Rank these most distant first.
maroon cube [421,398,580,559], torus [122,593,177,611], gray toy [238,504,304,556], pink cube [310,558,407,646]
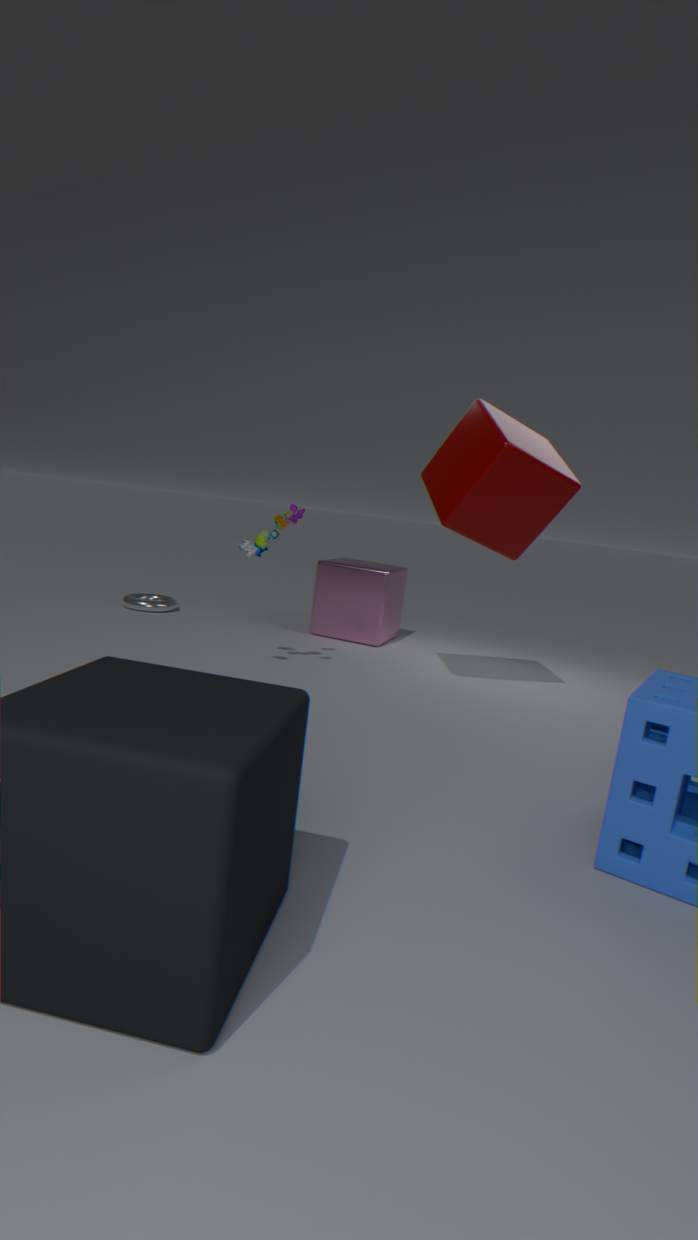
torus [122,593,177,611], pink cube [310,558,407,646], gray toy [238,504,304,556], maroon cube [421,398,580,559]
